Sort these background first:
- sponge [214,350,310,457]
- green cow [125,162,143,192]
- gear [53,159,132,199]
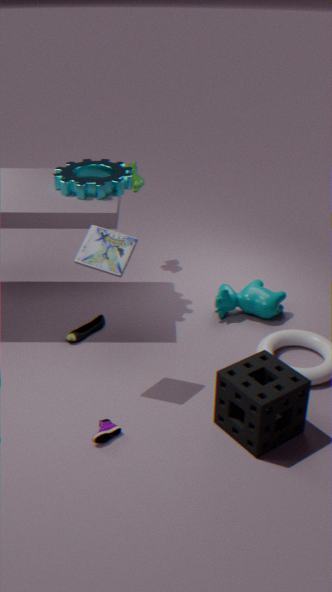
1. green cow [125,162,143,192]
2. gear [53,159,132,199]
3. sponge [214,350,310,457]
